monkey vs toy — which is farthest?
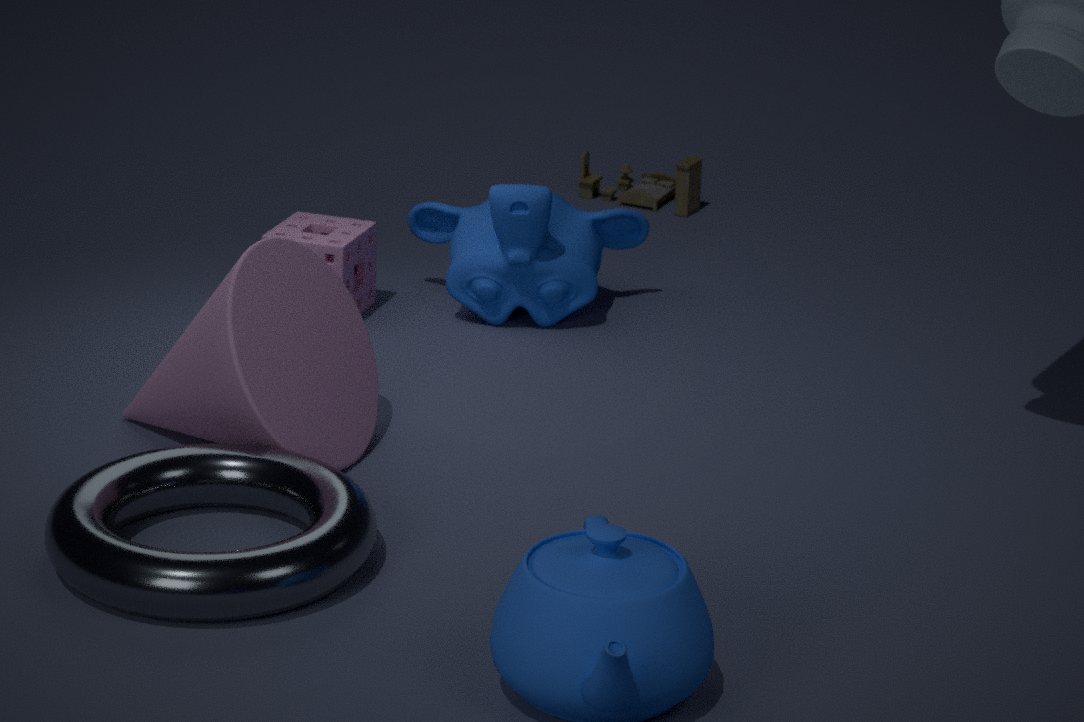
toy
